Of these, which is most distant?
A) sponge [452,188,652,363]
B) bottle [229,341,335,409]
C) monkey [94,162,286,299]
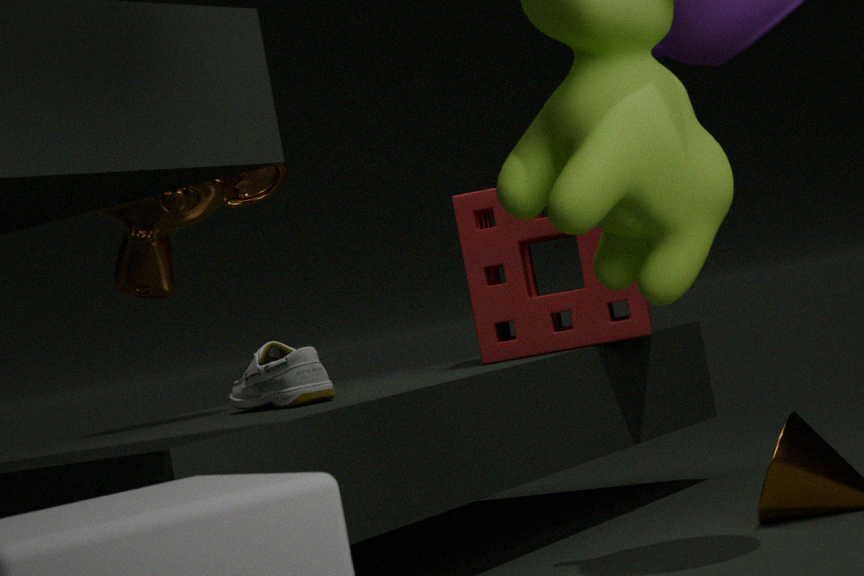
sponge [452,188,652,363]
